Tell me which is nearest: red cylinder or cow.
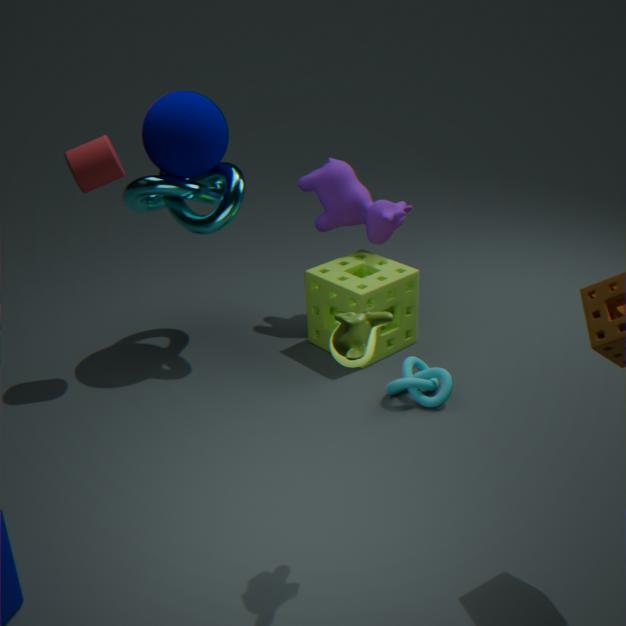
red cylinder
